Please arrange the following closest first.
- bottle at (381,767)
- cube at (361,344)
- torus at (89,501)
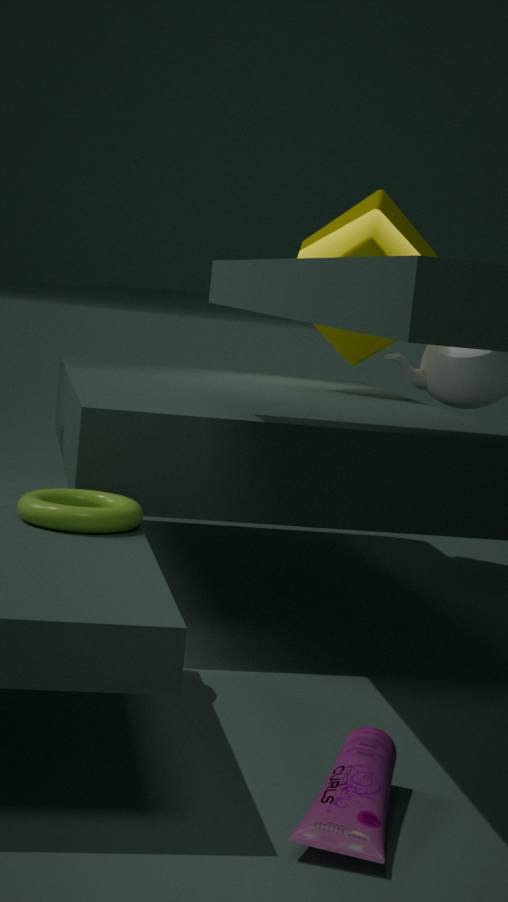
bottle at (381,767) → torus at (89,501) → cube at (361,344)
